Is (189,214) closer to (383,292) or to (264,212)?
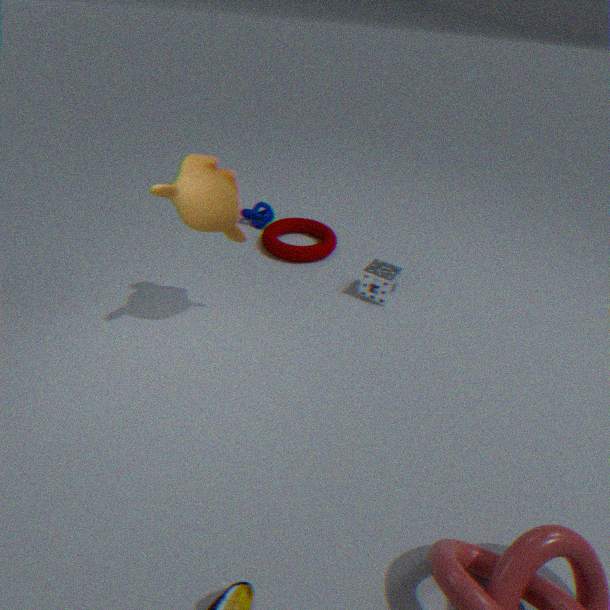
(383,292)
